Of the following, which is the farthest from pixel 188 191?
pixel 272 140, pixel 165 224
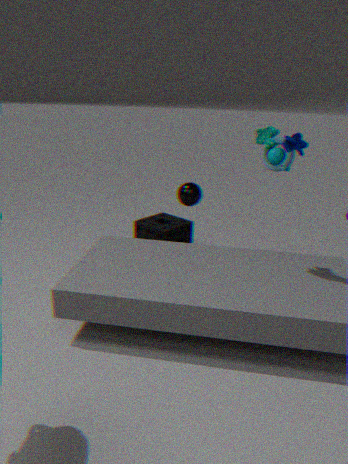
pixel 272 140
